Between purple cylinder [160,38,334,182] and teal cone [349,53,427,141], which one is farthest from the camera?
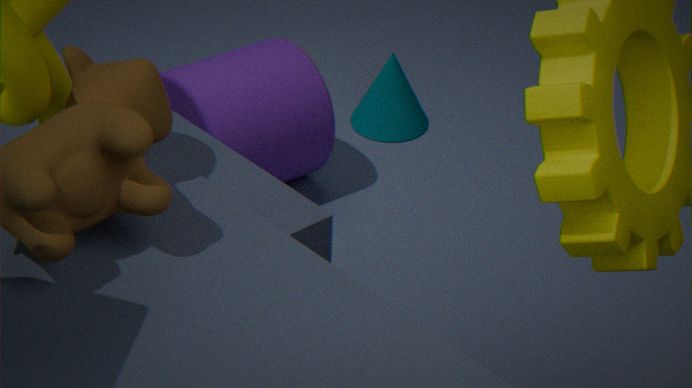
teal cone [349,53,427,141]
